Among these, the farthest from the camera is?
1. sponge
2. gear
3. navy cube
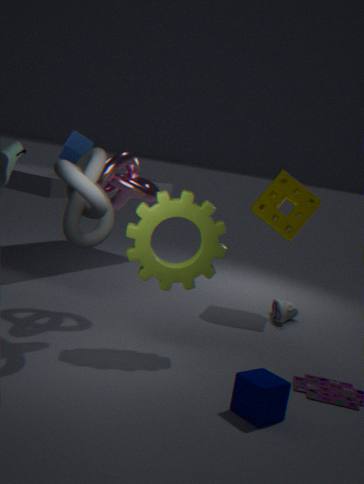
sponge
